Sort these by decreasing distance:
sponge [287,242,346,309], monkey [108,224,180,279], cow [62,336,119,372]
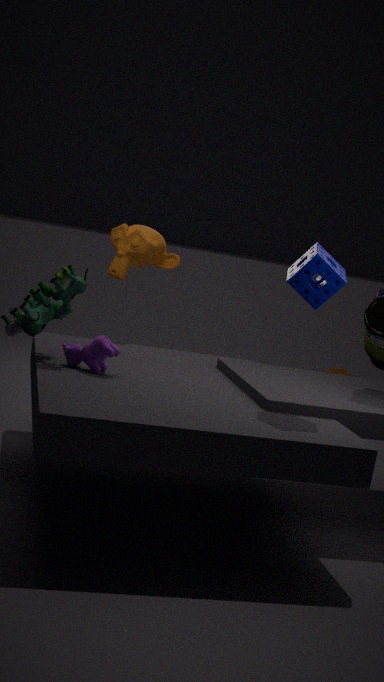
monkey [108,224,180,279], cow [62,336,119,372], sponge [287,242,346,309]
